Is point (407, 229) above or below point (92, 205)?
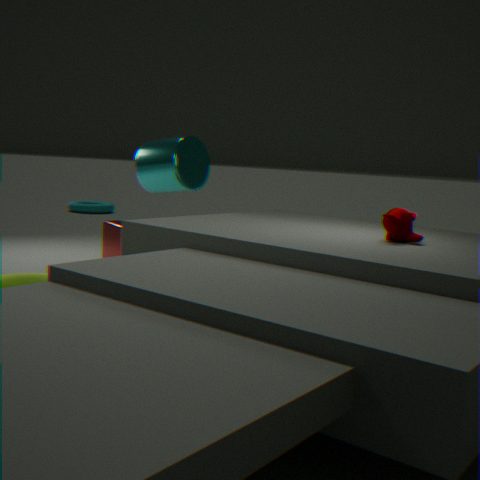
above
